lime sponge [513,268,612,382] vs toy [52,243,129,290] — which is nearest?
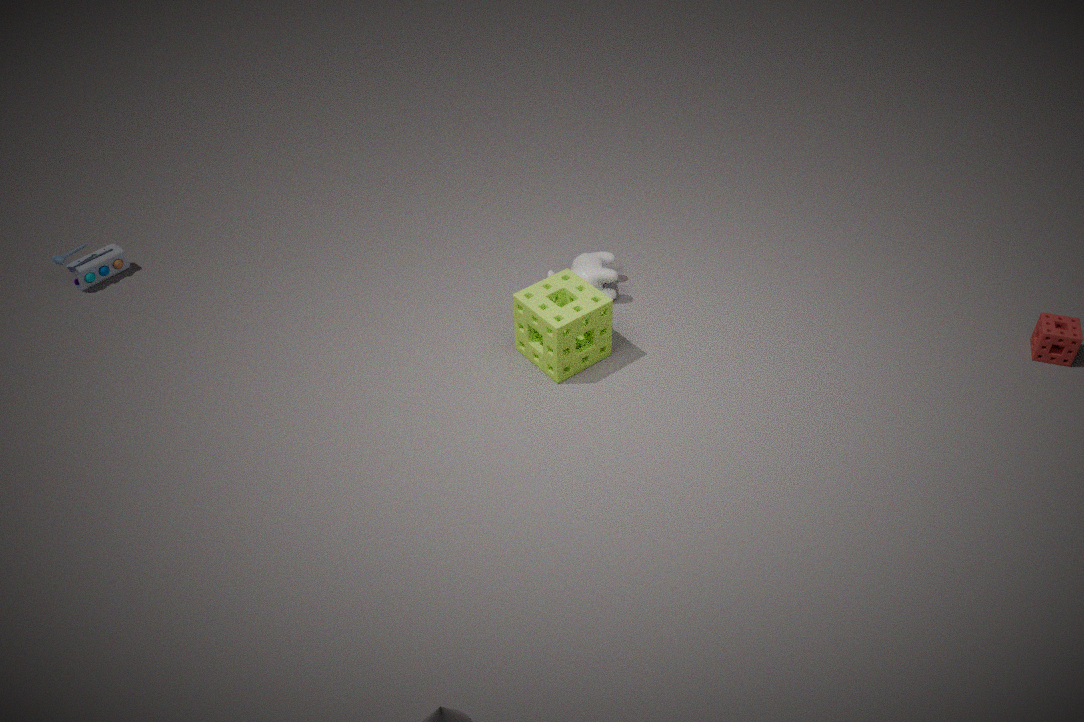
lime sponge [513,268,612,382]
